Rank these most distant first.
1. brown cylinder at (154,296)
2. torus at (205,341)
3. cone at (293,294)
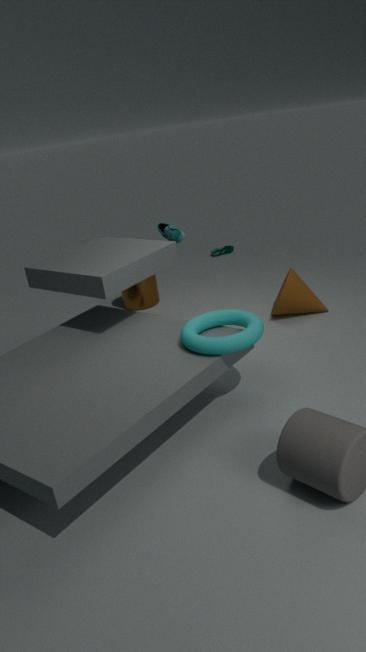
brown cylinder at (154,296)
cone at (293,294)
torus at (205,341)
